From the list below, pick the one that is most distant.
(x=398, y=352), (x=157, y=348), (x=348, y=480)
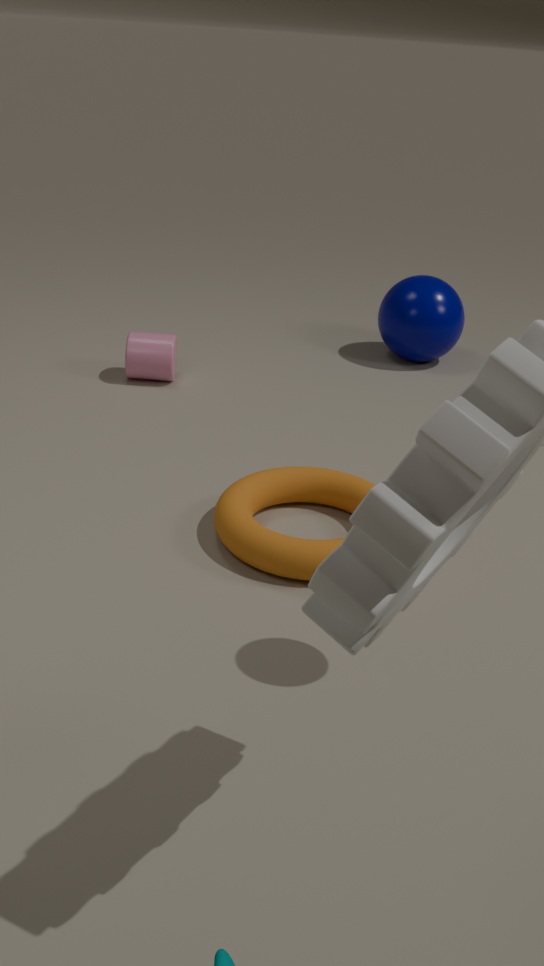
(x=398, y=352)
